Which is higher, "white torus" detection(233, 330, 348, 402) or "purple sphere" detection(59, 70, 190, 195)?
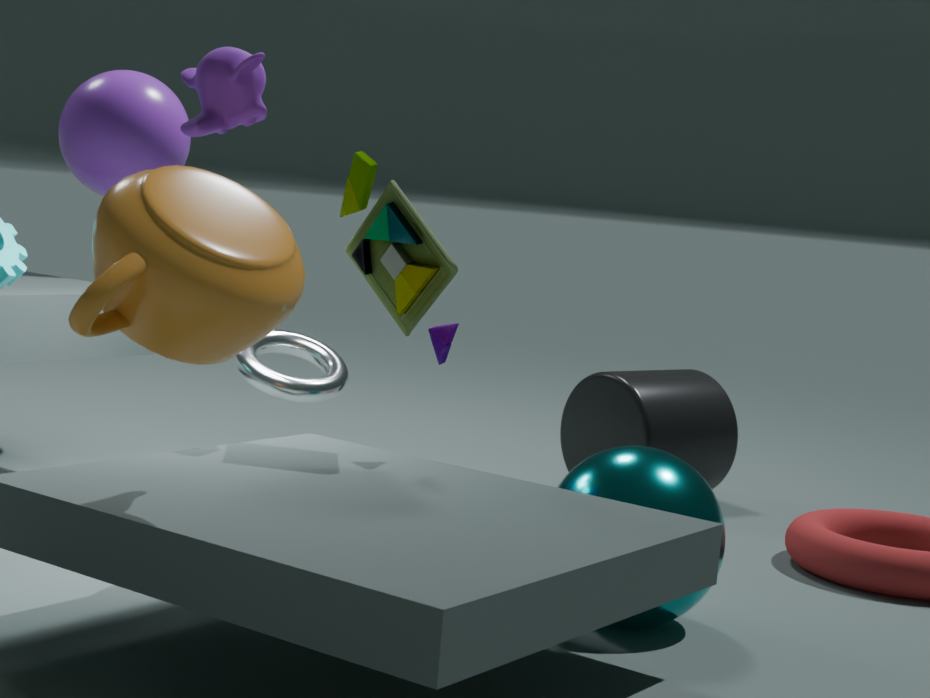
"purple sphere" detection(59, 70, 190, 195)
